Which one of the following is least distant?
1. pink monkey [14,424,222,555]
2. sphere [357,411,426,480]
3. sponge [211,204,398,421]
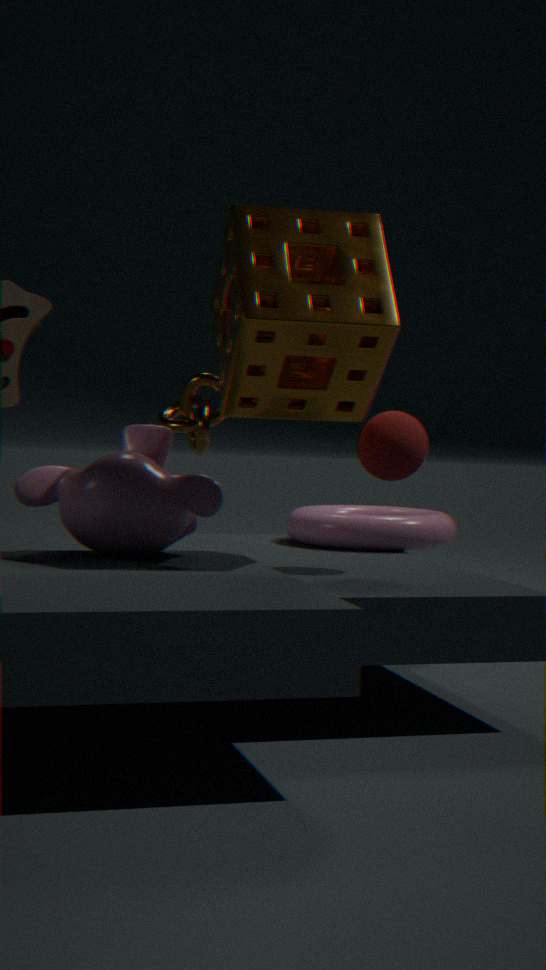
sponge [211,204,398,421]
